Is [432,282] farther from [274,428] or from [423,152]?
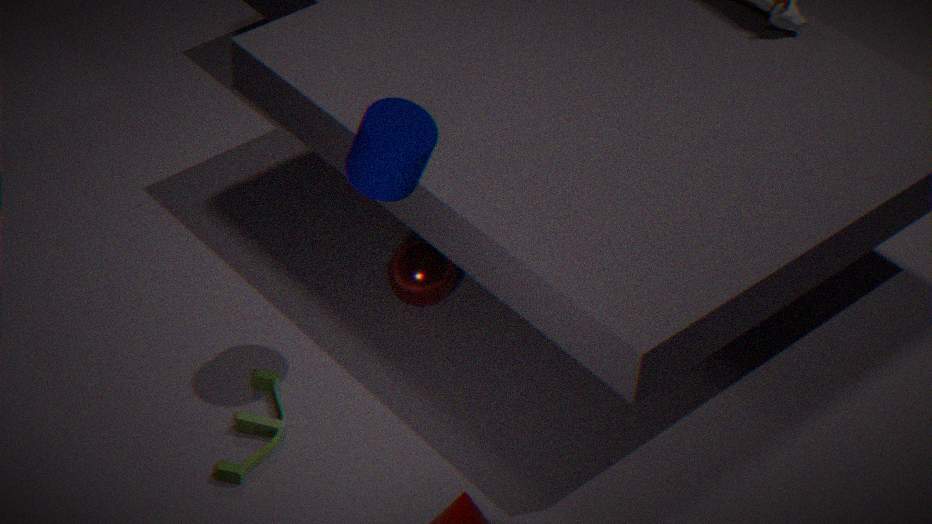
A: [274,428]
